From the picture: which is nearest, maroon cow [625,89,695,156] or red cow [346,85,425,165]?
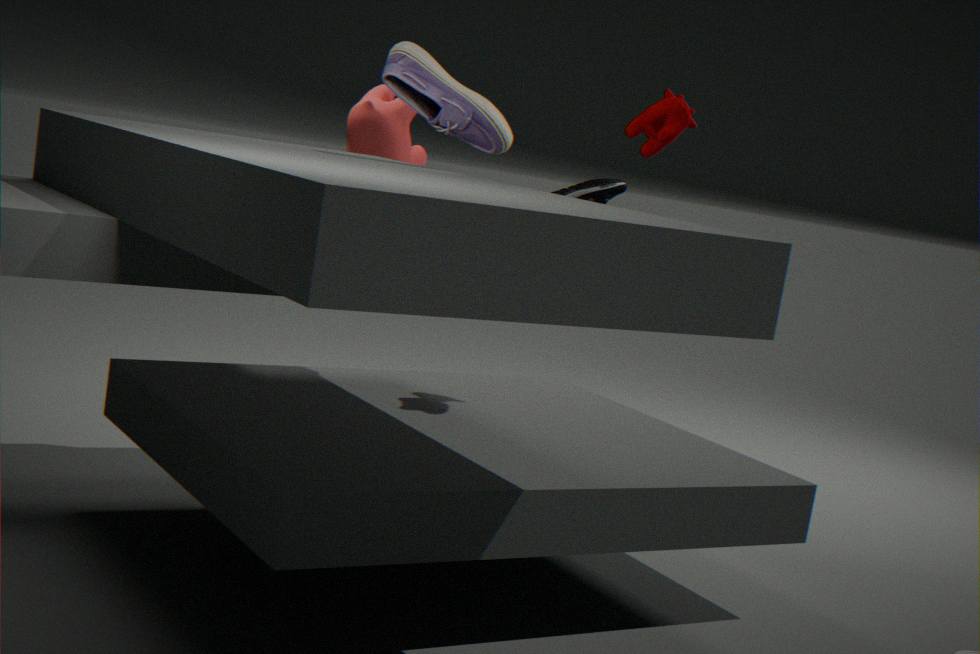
maroon cow [625,89,695,156]
